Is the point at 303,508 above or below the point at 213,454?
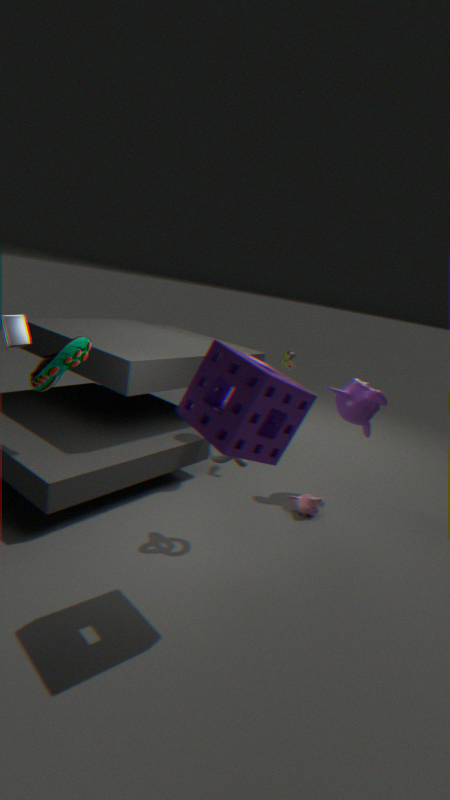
below
